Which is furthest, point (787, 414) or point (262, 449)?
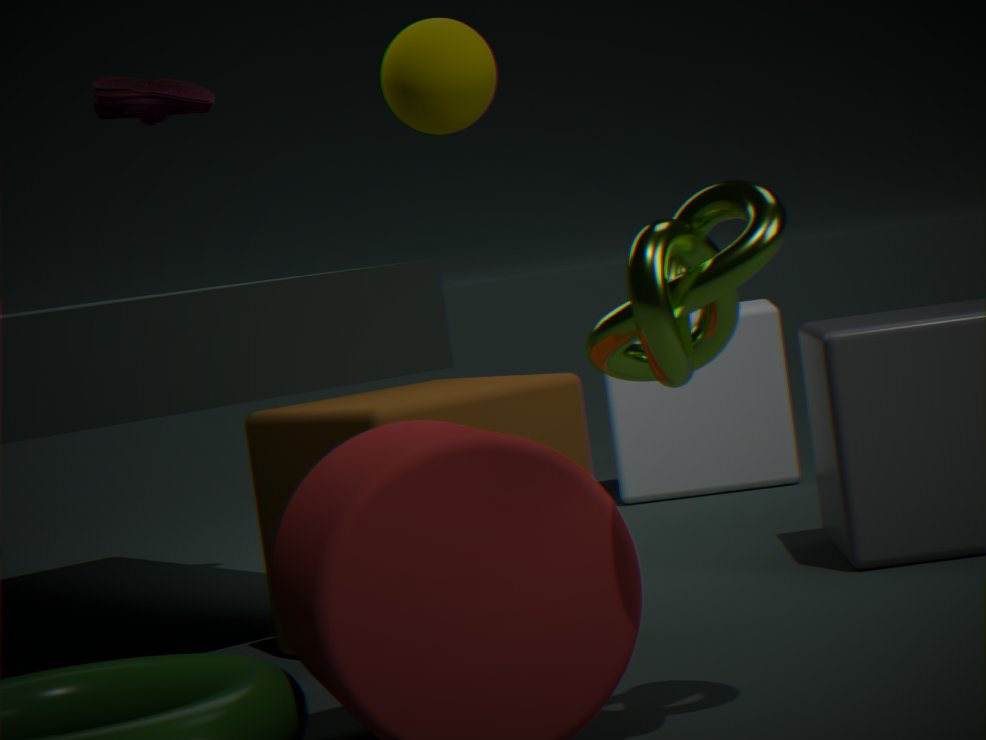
point (787, 414)
